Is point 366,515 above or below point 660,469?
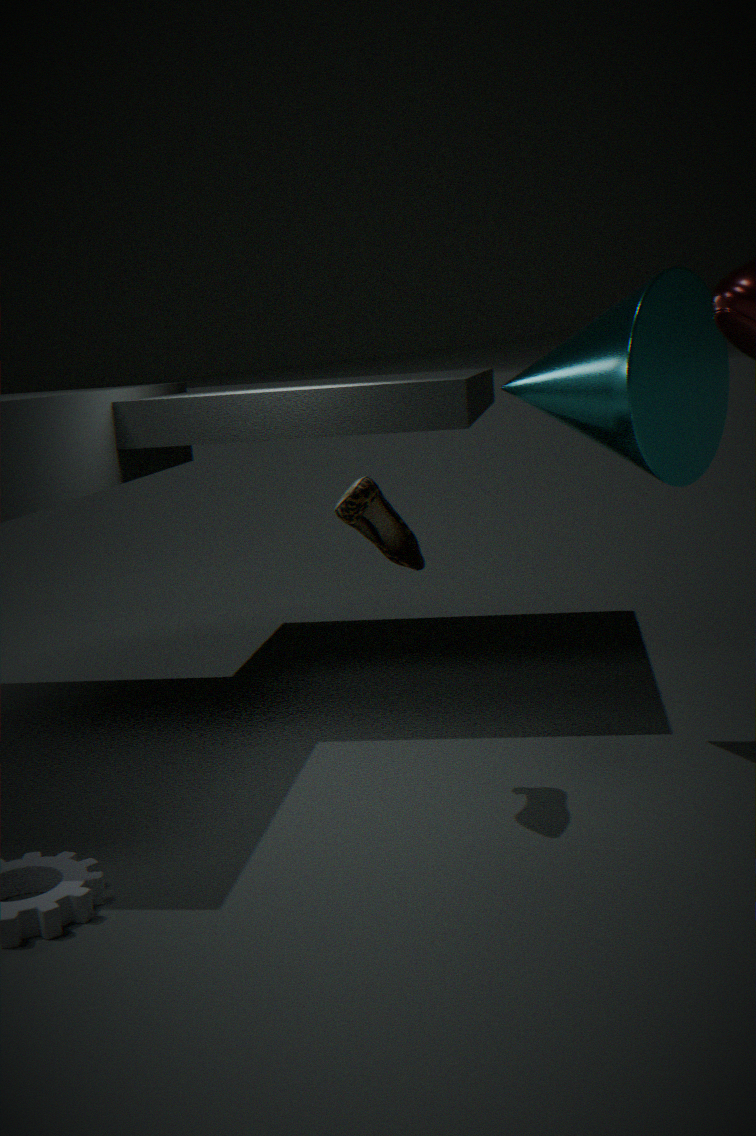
below
